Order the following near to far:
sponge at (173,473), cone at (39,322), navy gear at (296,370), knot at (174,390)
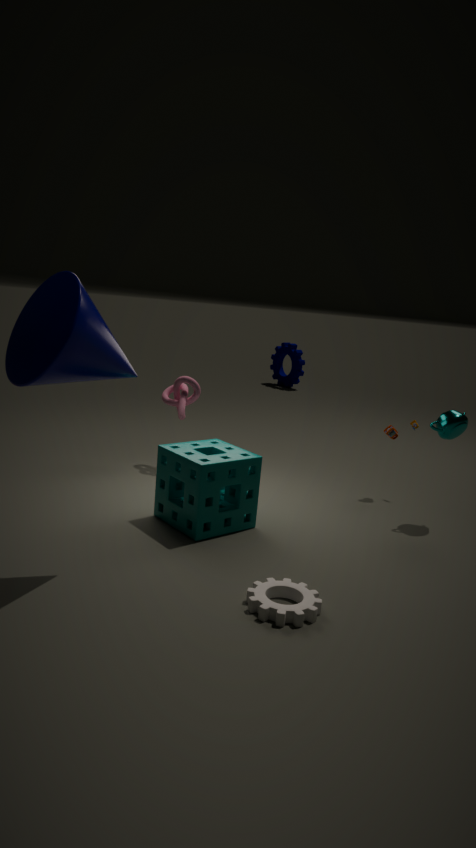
cone at (39,322) < sponge at (173,473) < knot at (174,390) < navy gear at (296,370)
